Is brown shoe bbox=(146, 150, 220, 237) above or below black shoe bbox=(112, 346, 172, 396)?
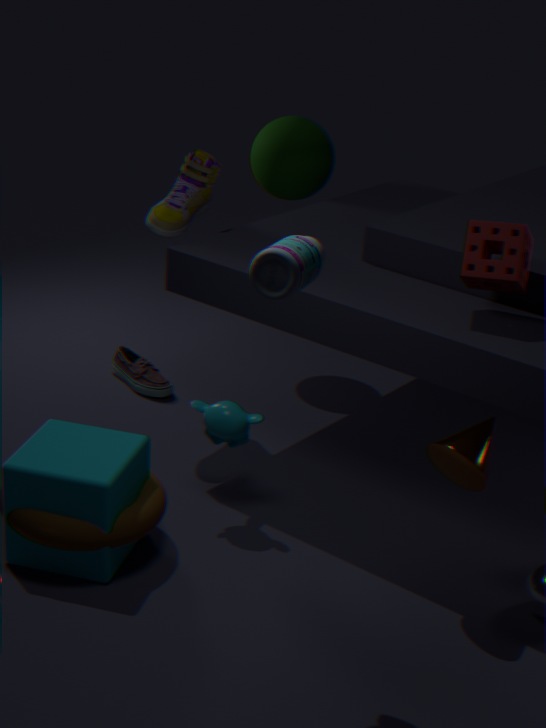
above
